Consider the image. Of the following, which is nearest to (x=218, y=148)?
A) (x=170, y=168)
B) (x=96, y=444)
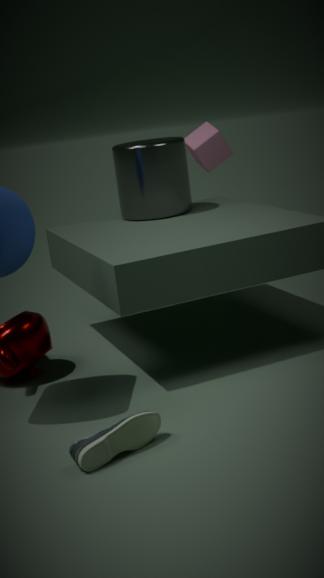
(x=170, y=168)
